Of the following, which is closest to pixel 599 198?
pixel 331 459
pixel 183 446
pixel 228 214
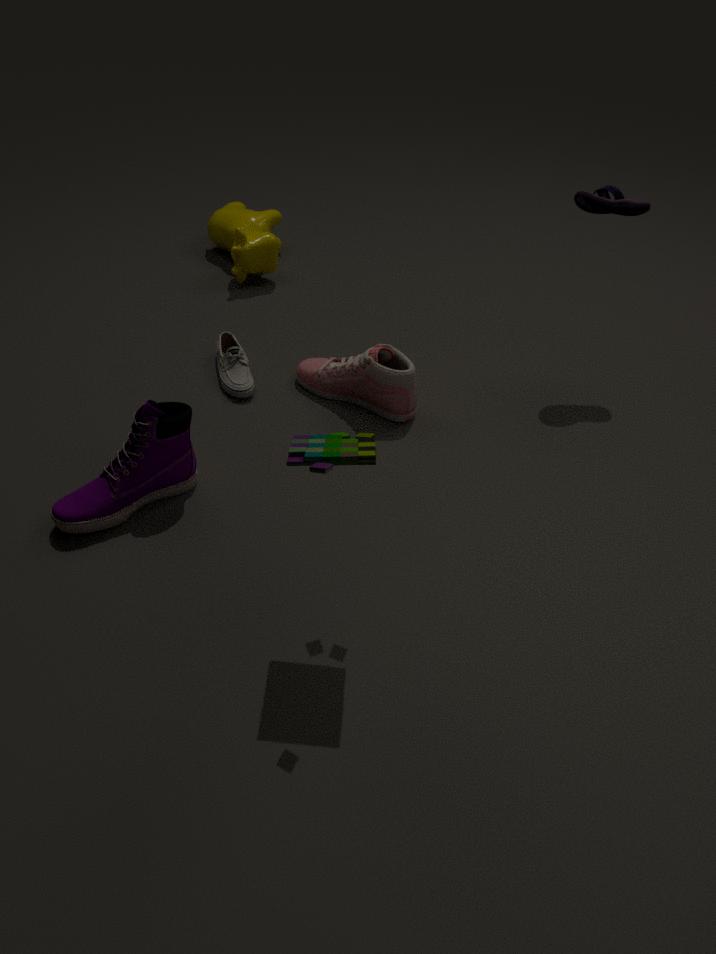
pixel 228 214
